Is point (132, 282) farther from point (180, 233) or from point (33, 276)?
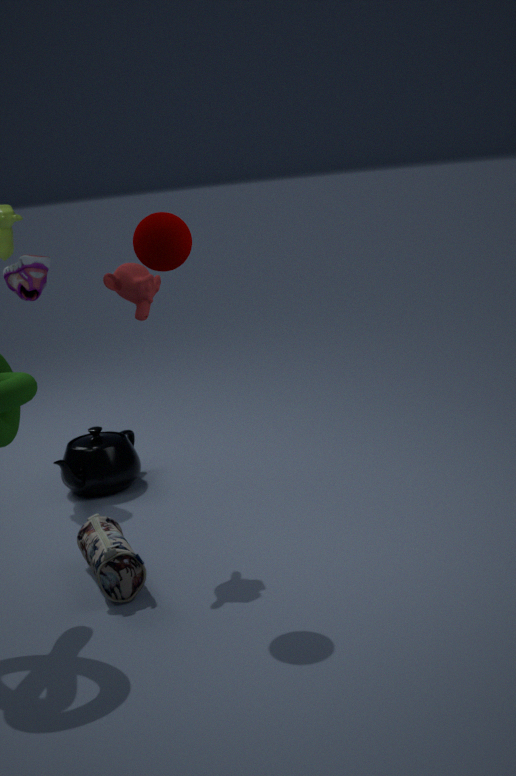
point (33, 276)
